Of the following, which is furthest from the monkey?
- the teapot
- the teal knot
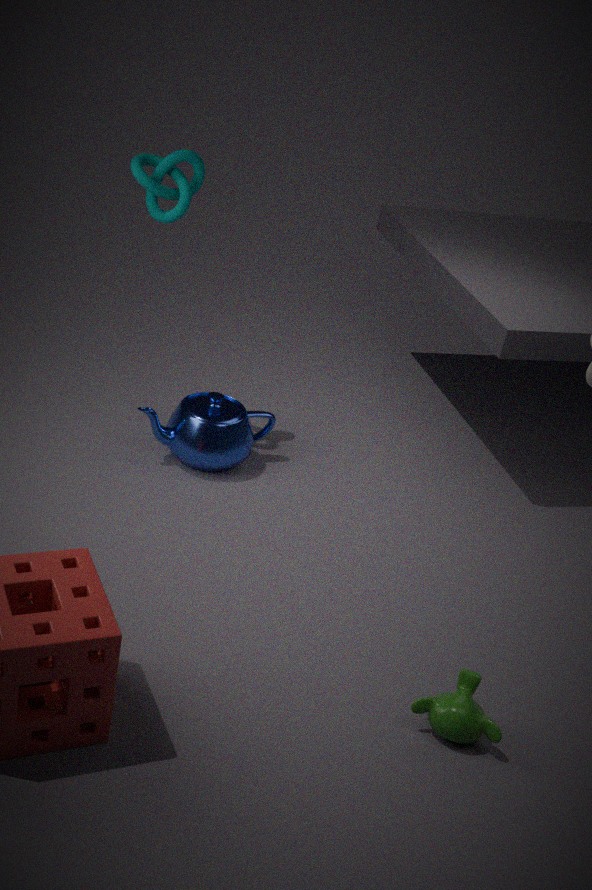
the teal knot
